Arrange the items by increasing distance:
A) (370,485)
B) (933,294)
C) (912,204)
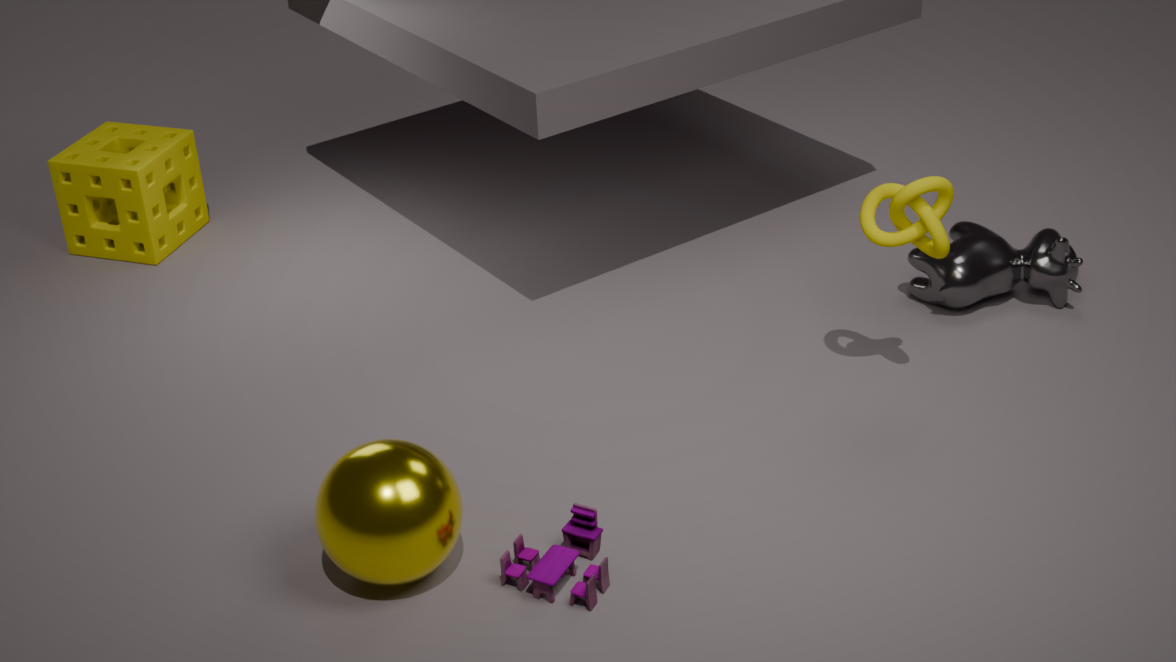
(370,485), (912,204), (933,294)
